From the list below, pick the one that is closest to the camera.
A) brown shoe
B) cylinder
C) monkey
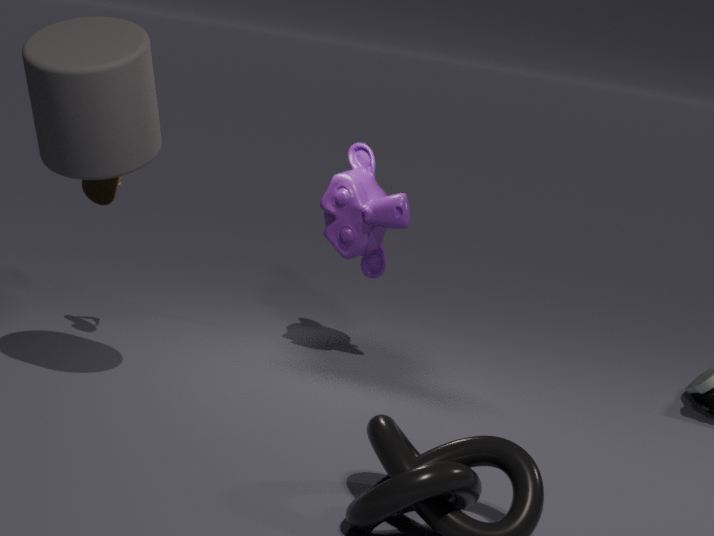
cylinder
